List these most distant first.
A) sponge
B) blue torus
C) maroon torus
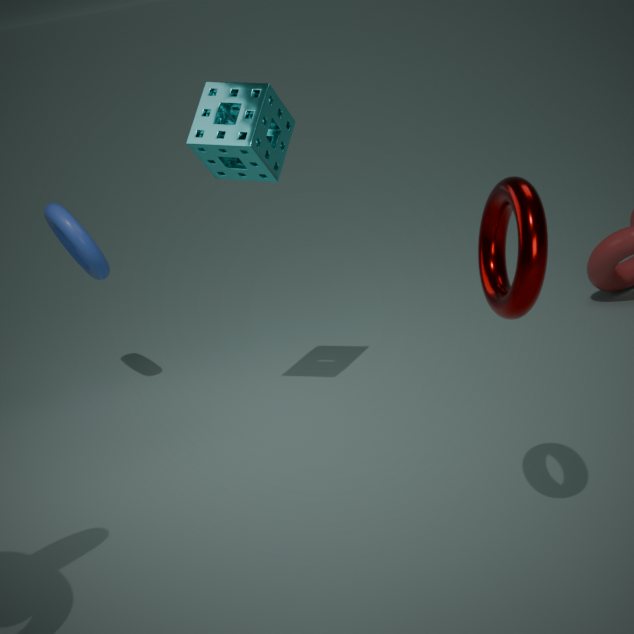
blue torus < sponge < maroon torus
